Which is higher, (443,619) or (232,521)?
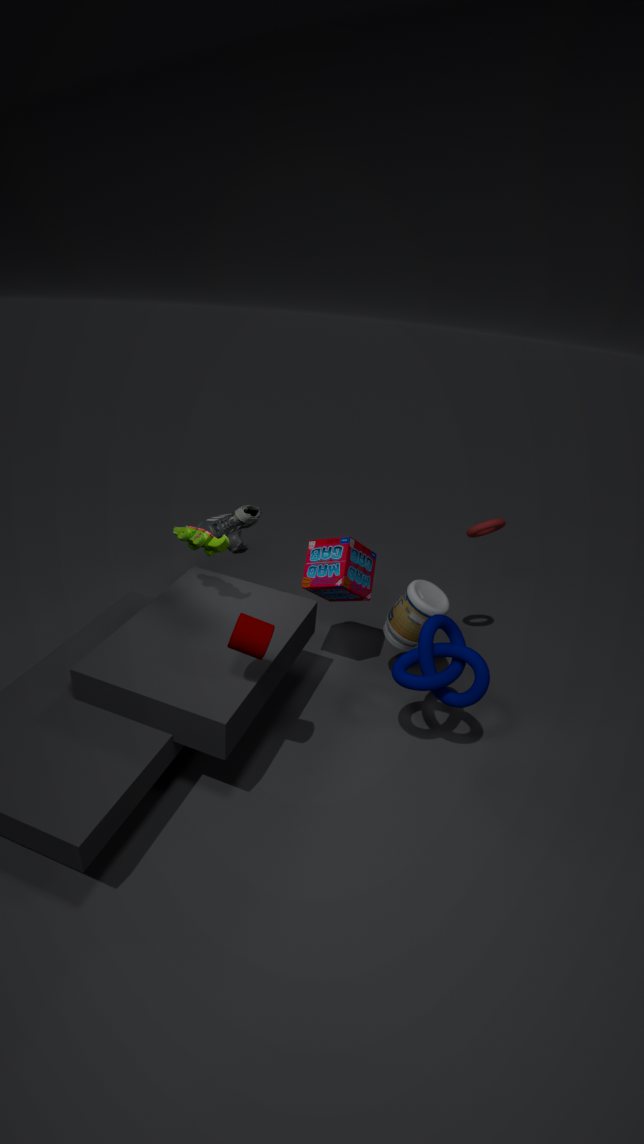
(232,521)
